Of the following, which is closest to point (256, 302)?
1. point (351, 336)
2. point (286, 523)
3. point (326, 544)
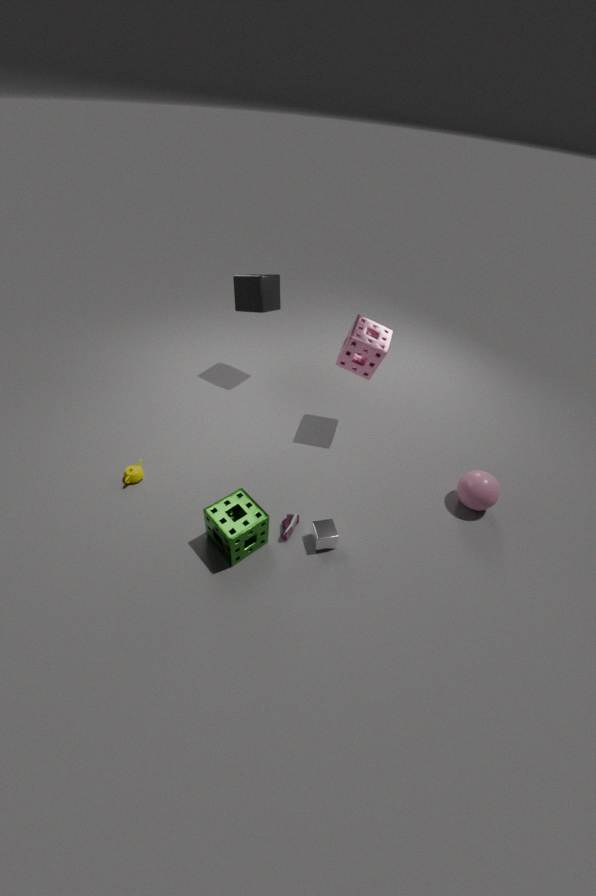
point (351, 336)
